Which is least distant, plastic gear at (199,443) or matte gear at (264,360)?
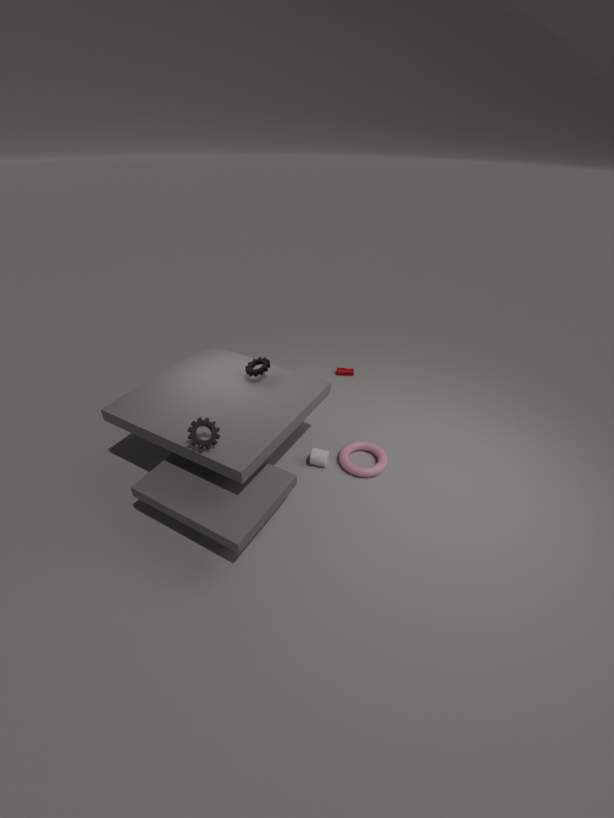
plastic gear at (199,443)
